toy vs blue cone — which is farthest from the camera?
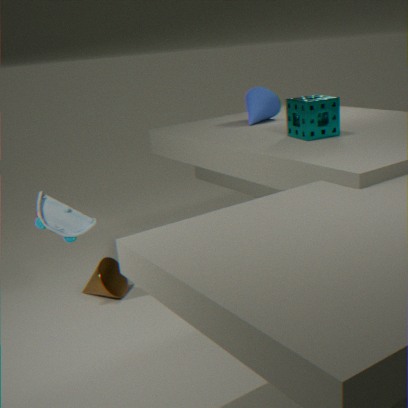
blue cone
